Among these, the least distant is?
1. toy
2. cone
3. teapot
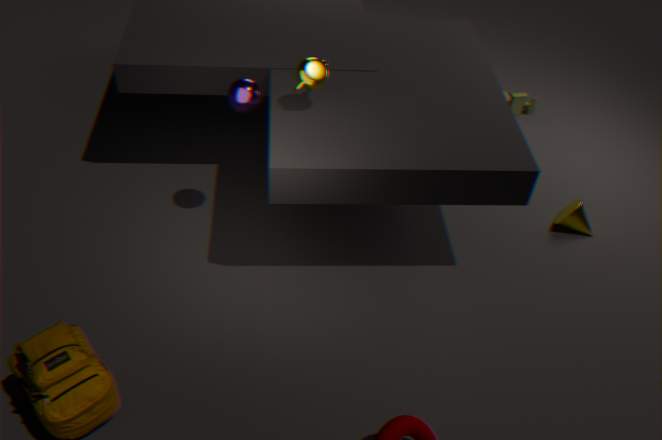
teapot
